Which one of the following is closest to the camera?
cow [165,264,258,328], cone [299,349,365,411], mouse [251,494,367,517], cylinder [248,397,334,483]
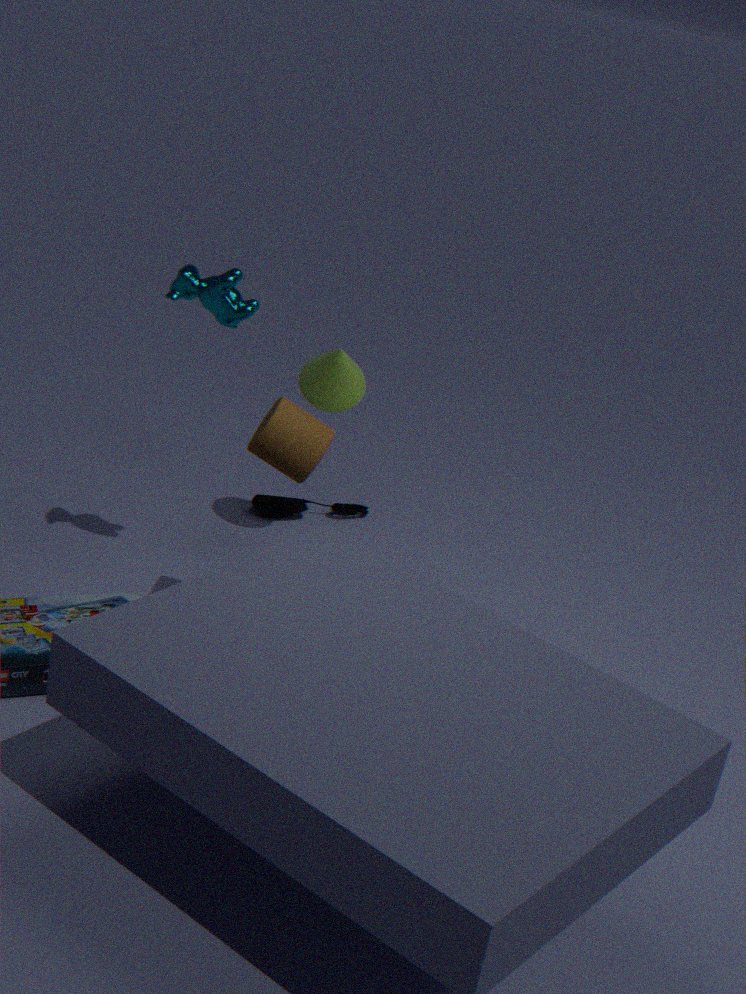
cylinder [248,397,334,483]
